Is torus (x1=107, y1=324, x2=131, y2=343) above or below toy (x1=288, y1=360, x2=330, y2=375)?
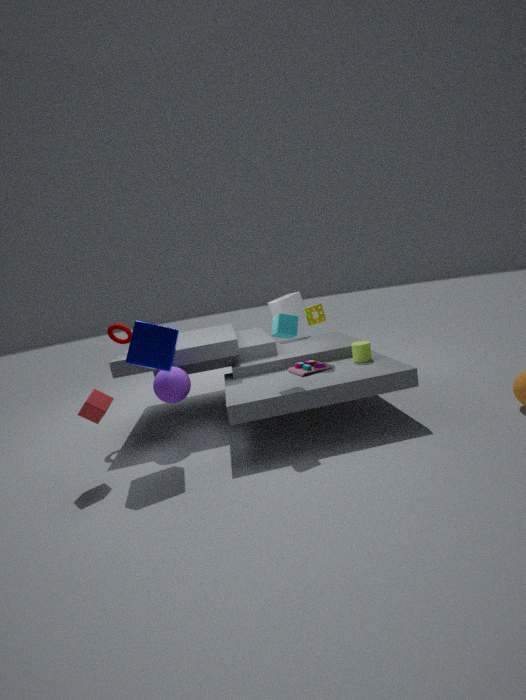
above
